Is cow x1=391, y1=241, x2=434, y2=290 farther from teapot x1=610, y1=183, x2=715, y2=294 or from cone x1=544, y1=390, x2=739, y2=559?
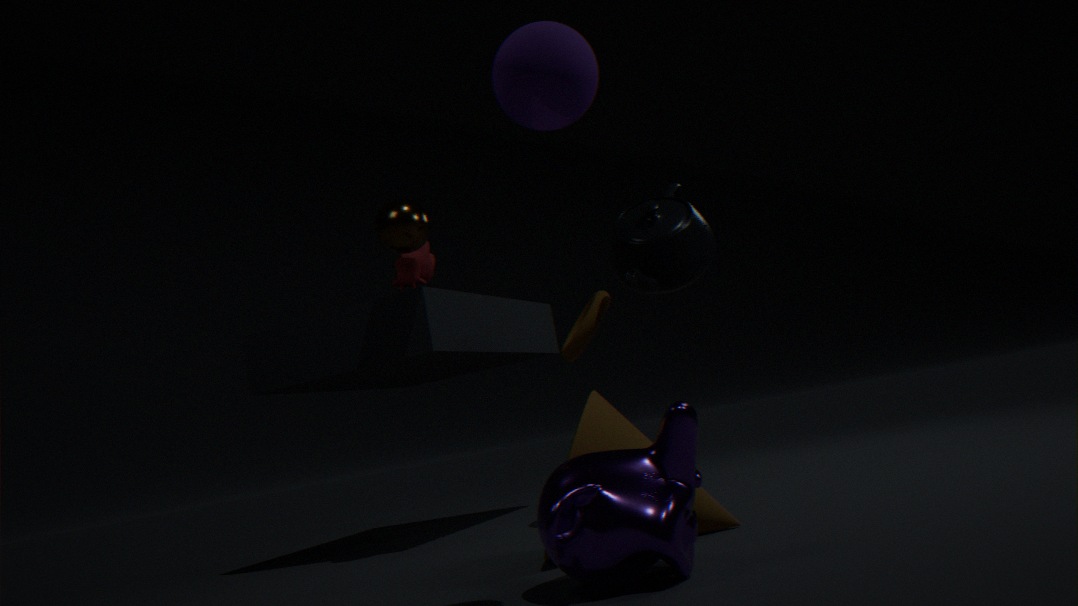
cone x1=544, y1=390, x2=739, y2=559
